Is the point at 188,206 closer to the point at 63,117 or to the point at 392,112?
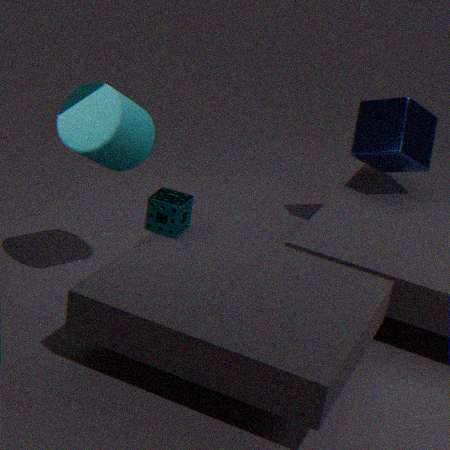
the point at 63,117
